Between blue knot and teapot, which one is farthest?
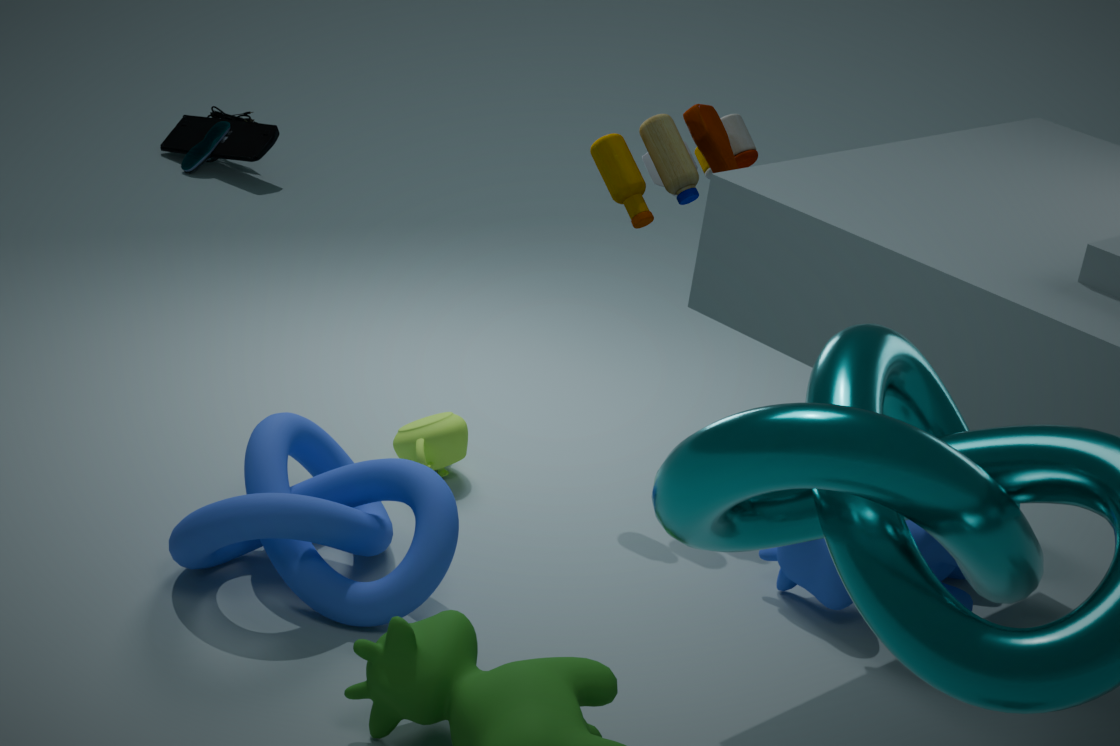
teapot
